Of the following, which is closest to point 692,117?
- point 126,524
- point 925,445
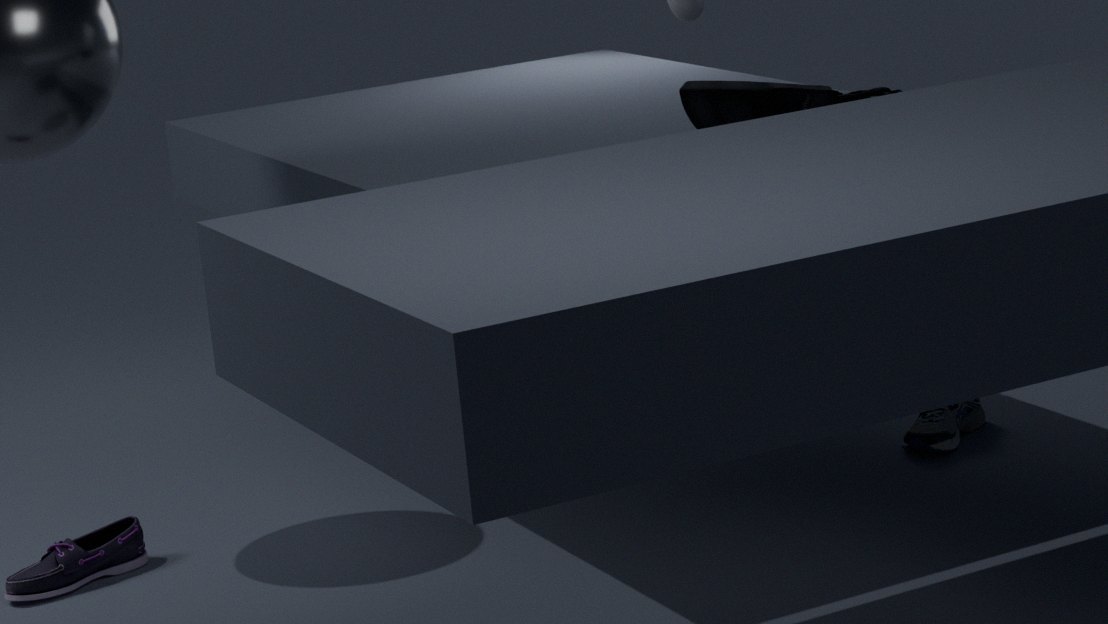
point 925,445
